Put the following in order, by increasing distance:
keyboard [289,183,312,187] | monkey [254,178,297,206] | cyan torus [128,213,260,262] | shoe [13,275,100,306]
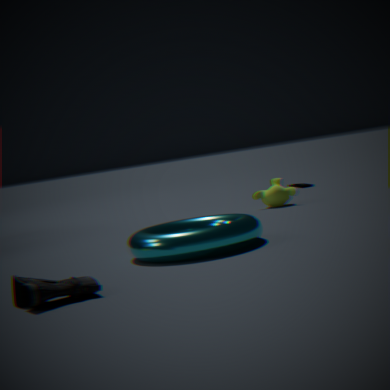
1. shoe [13,275,100,306]
2. cyan torus [128,213,260,262]
3. monkey [254,178,297,206]
4. keyboard [289,183,312,187]
